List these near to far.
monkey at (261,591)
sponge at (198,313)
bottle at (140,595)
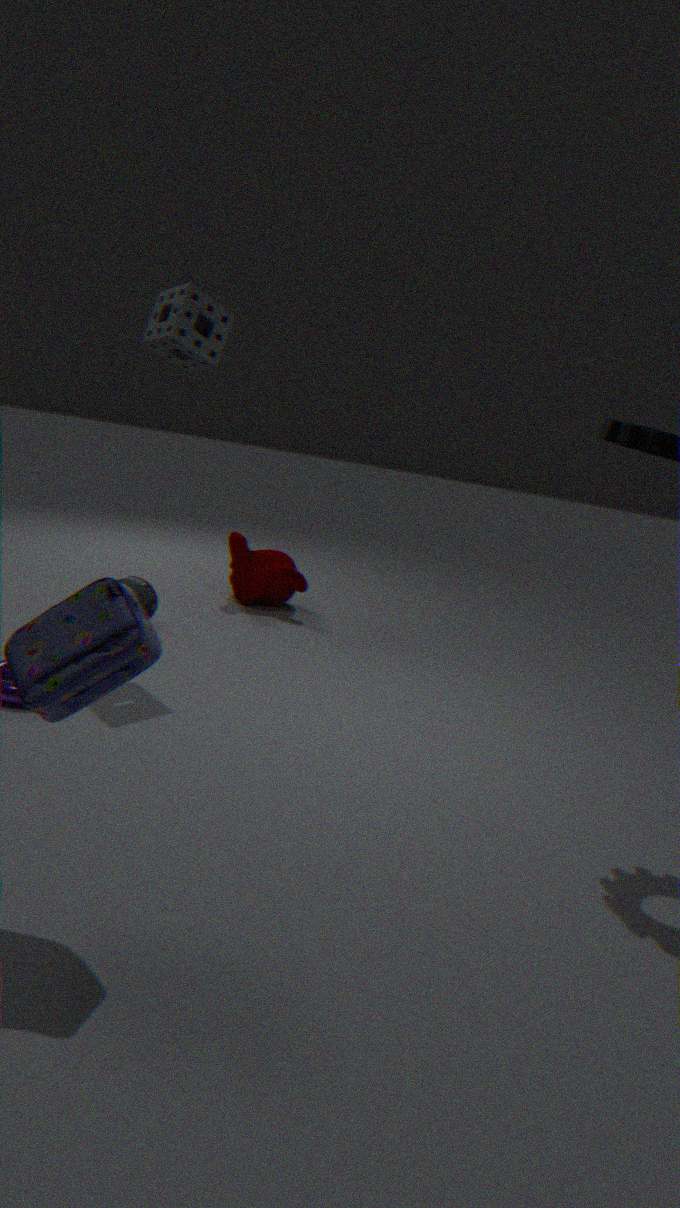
1. sponge at (198,313)
2. bottle at (140,595)
3. monkey at (261,591)
